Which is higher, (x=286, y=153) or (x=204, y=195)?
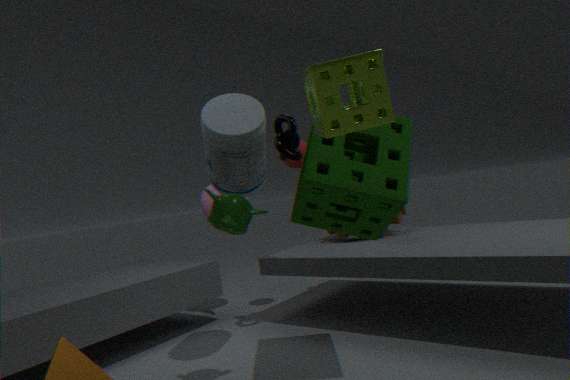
(x=286, y=153)
